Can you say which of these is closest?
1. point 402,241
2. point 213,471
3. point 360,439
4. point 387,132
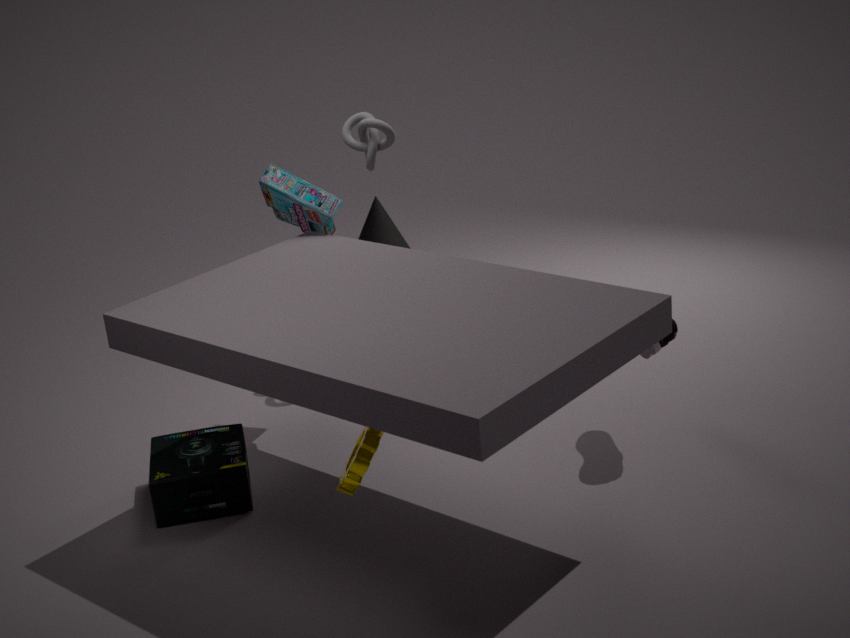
point 360,439
